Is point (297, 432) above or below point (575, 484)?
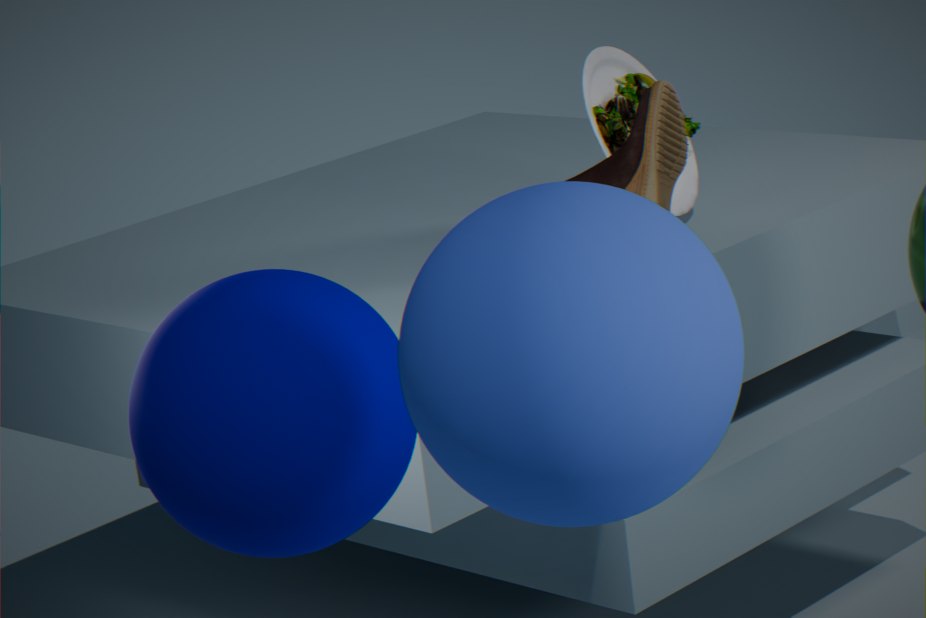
below
